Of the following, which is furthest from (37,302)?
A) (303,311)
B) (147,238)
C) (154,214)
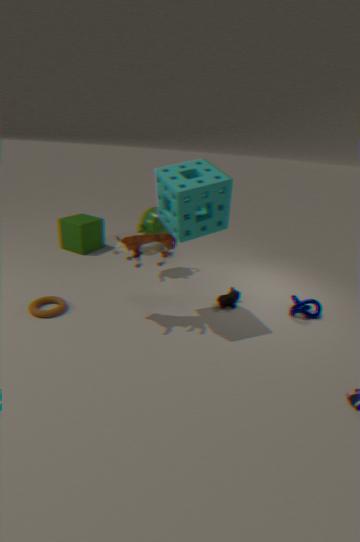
(303,311)
